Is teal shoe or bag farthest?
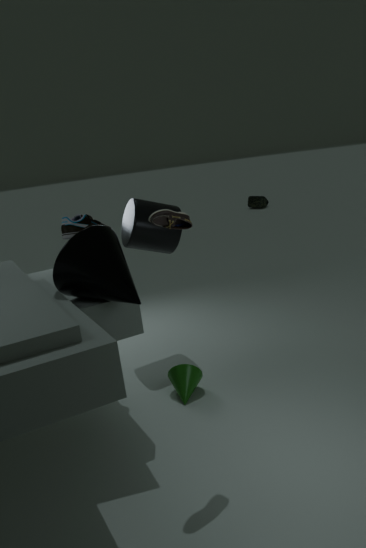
bag
